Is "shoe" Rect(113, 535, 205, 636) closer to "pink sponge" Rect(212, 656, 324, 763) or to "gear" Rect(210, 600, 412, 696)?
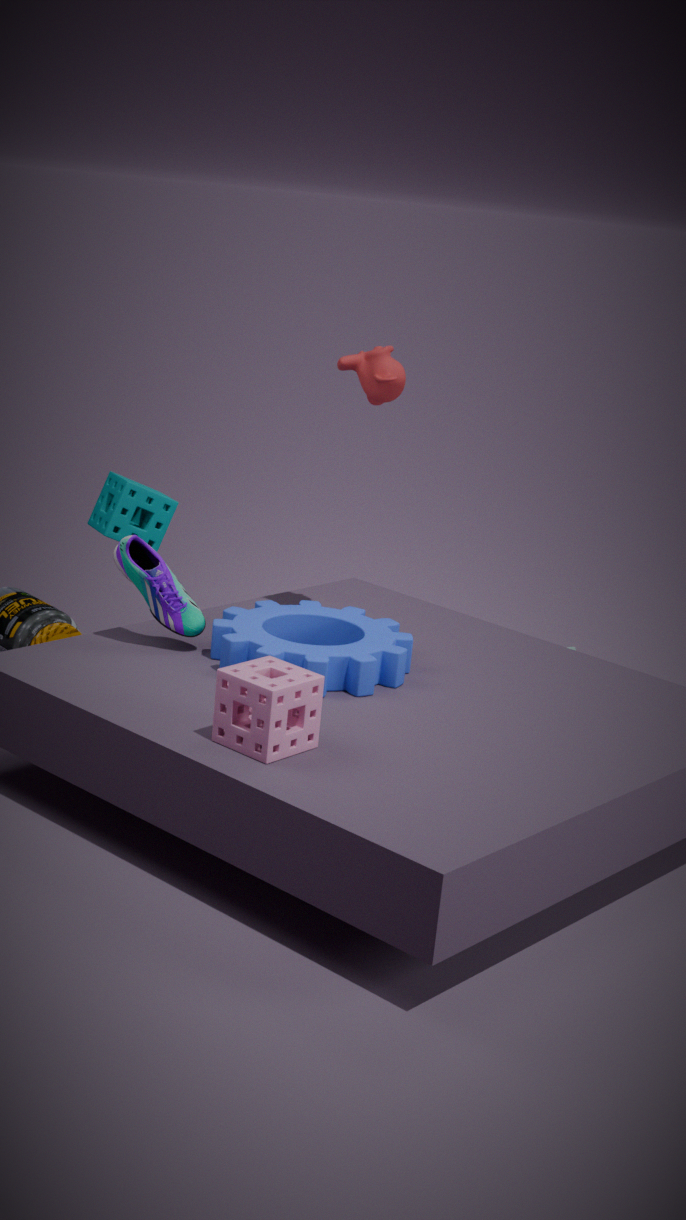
"gear" Rect(210, 600, 412, 696)
